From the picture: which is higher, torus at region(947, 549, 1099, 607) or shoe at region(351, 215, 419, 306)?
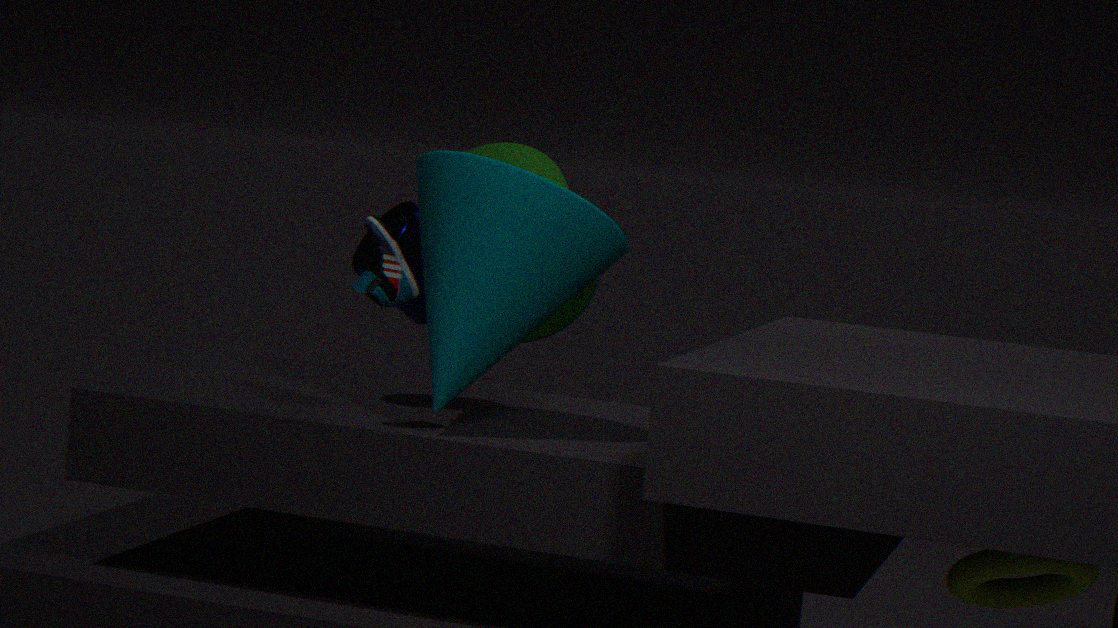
shoe at region(351, 215, 419, 306)
